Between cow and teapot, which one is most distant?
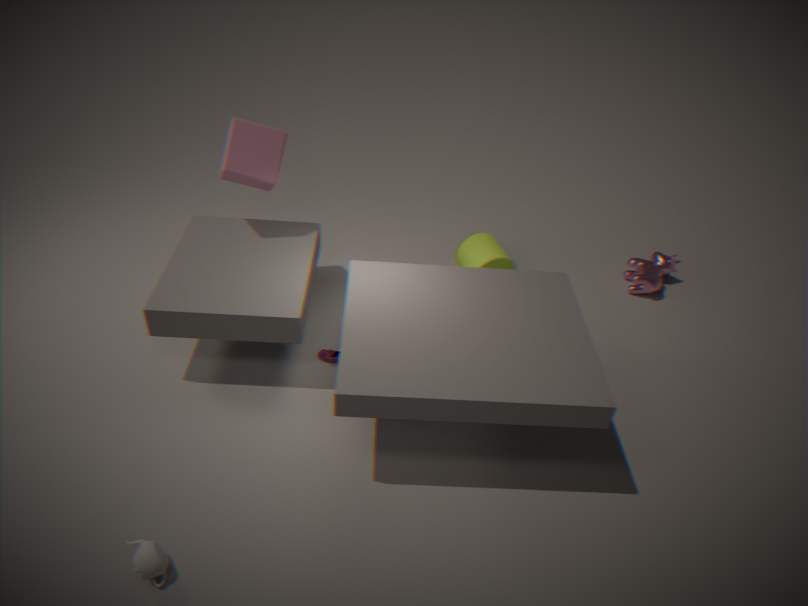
cow
